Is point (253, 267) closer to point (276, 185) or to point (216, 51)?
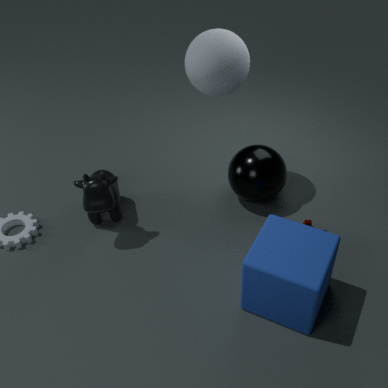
point (276, 185)
